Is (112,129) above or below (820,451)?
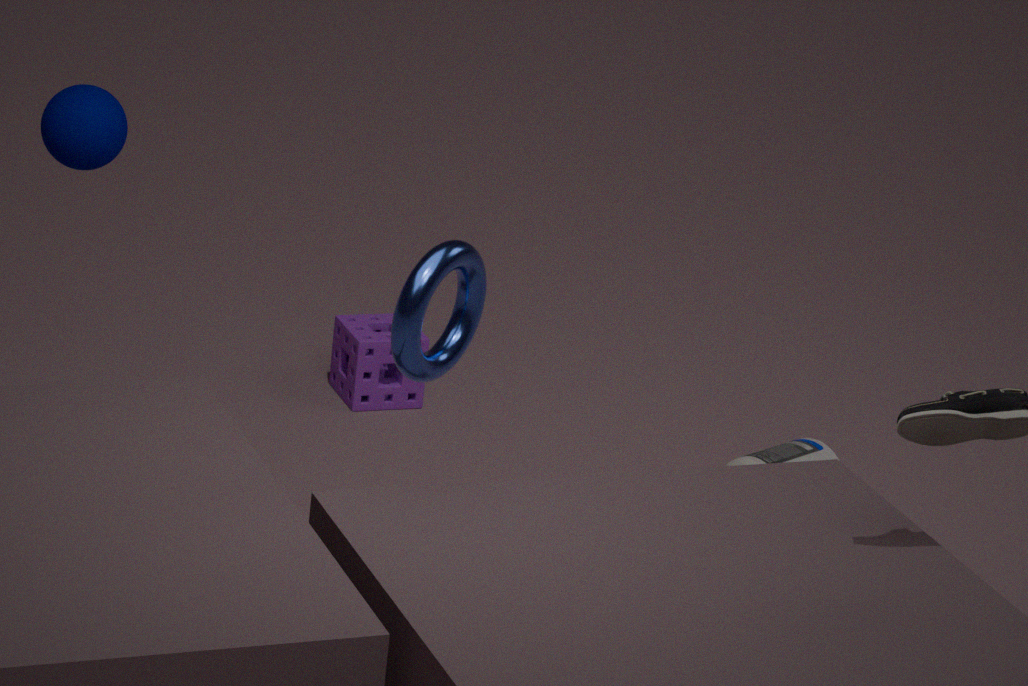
above
